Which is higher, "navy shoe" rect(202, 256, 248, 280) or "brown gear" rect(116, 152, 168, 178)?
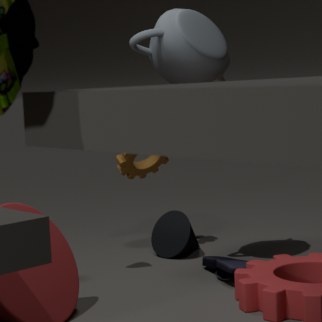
"brown gear" rect(116, 152, 168, 178)
